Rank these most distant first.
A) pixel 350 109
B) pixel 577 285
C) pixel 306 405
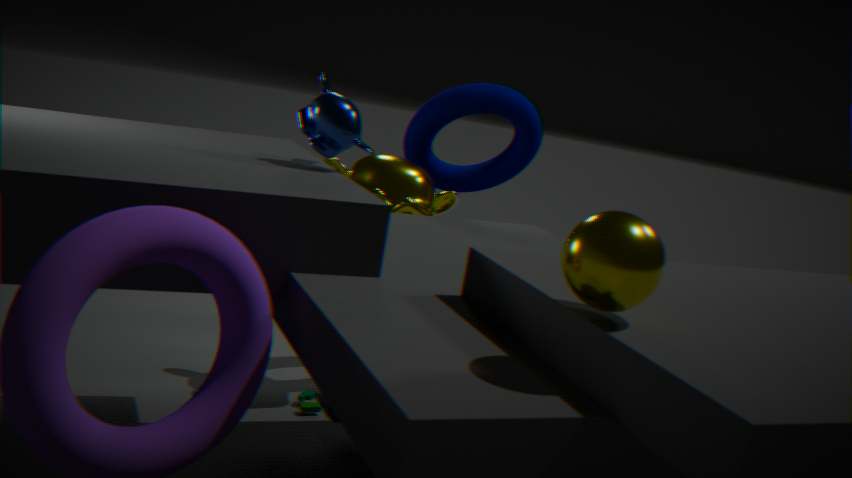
1. pixel 306 405
2. pixel 350 109
3. pixel 577 285
